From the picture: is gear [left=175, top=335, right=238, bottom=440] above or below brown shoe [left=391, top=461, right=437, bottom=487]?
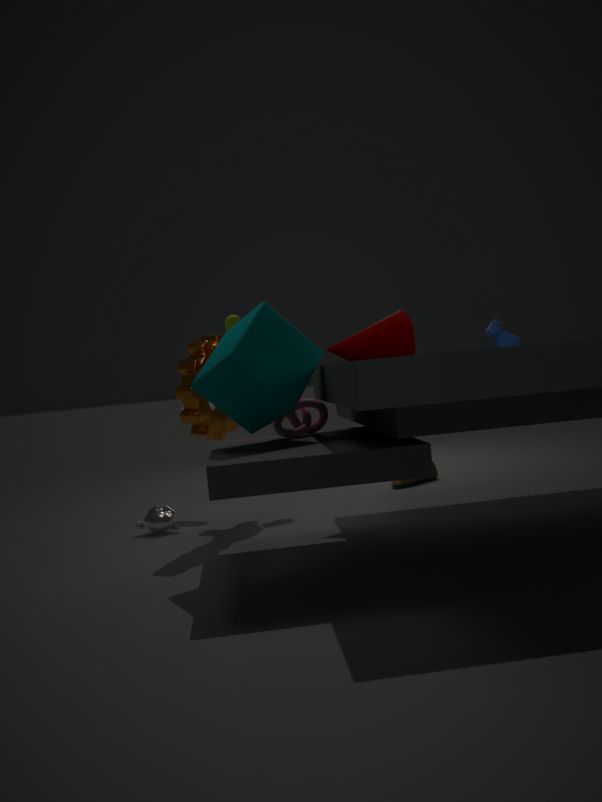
above
